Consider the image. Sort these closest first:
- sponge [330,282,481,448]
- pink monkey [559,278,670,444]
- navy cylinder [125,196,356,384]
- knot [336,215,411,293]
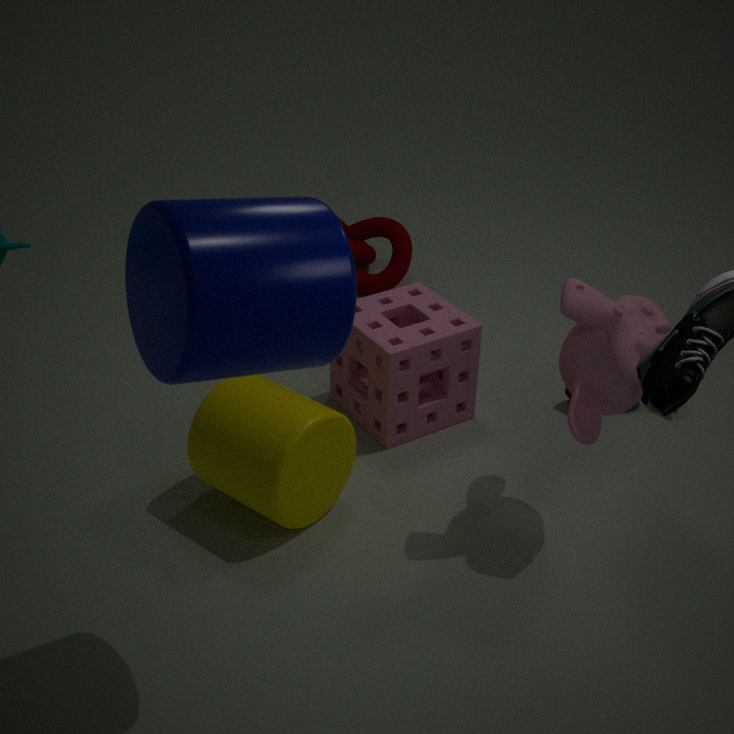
navy cylinder [125,196,356,384] → pink monkey [559,278,670,444] → sponge [330,282,481,448] → knot [336,215,411,293]
